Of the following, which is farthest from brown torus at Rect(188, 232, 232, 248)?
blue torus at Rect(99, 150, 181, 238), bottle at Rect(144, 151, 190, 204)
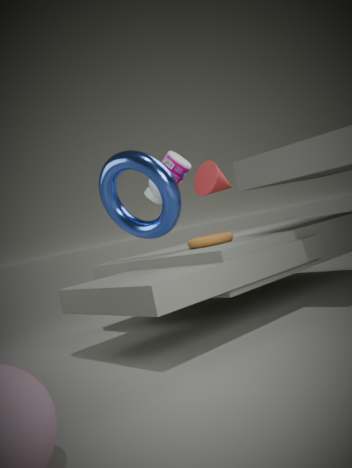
bottle at Rect(144, 151, 190, 204)
